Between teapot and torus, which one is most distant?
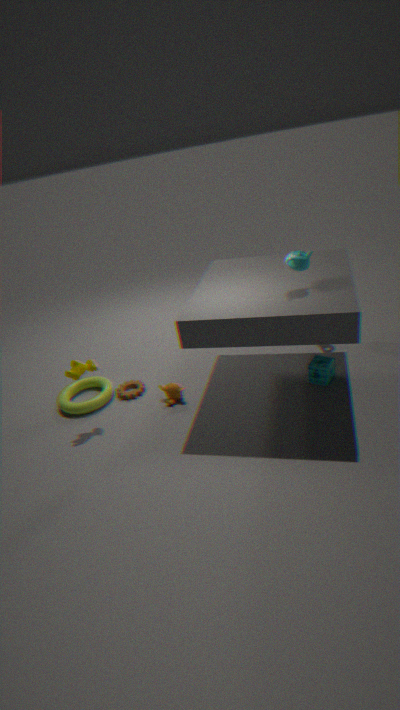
torus
